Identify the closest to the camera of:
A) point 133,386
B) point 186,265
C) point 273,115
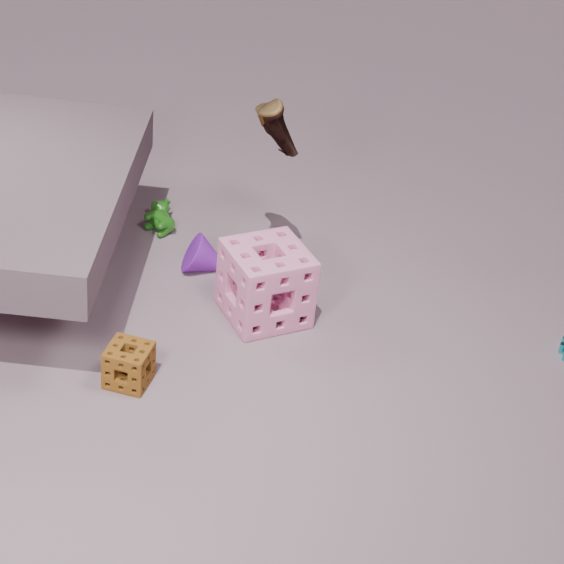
point 133,386
